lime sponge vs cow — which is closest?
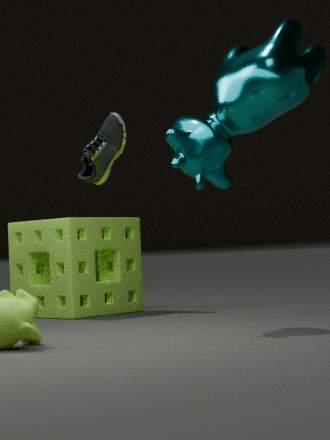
cow
